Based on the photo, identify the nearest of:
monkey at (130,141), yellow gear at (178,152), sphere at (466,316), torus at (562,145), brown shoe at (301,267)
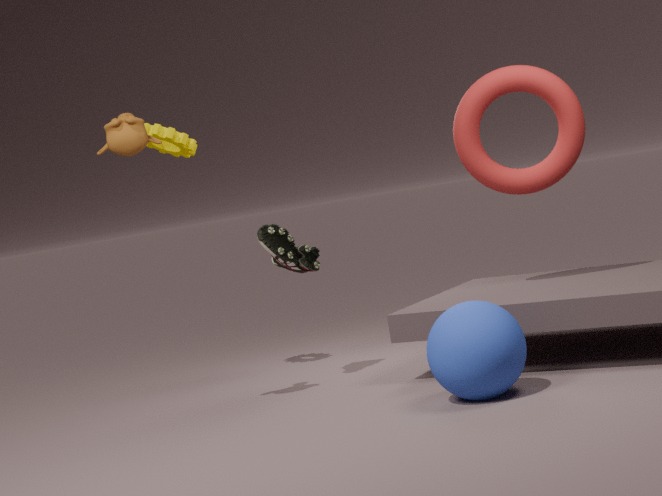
sphere at (466,316)
